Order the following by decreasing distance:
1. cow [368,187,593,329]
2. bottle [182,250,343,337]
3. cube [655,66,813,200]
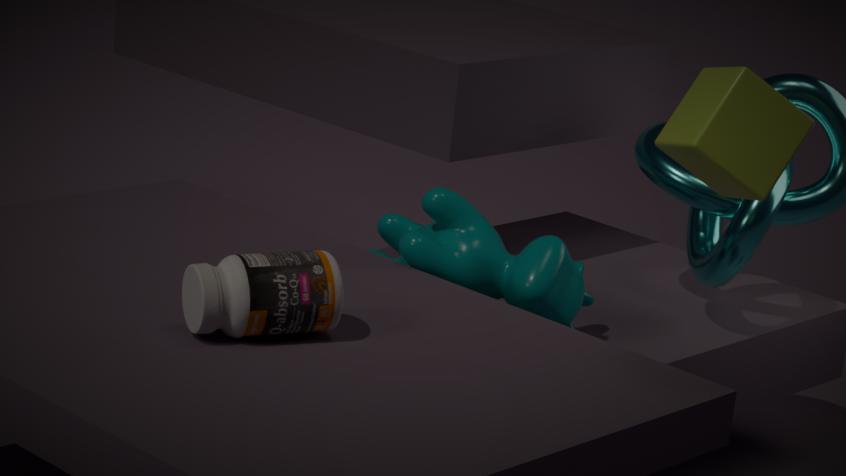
cow [368,187,593,329]
bottle [182,250,343,337]
cube [655,66,813,200]
